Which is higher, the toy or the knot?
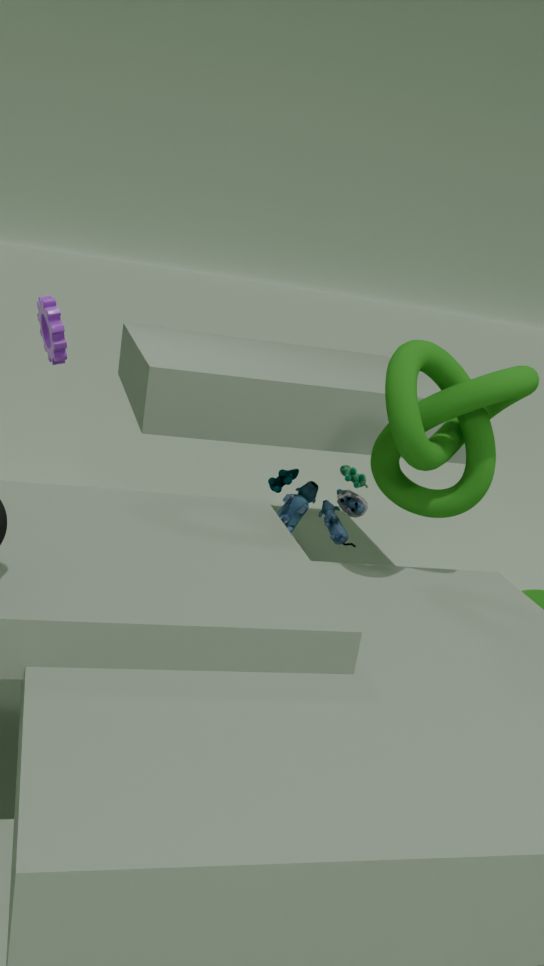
the knot
